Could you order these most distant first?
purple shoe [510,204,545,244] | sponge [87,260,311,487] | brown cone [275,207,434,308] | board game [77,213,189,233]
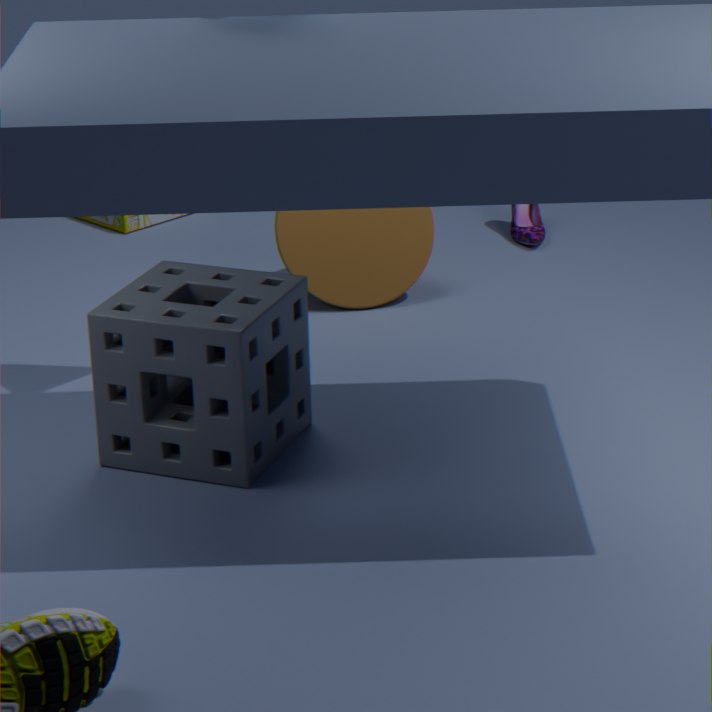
board game [77,213,189,233]
purple shoe [510,204,545,244]
brown cone [275,207,434,308]
sponge [87,260,311,487]
